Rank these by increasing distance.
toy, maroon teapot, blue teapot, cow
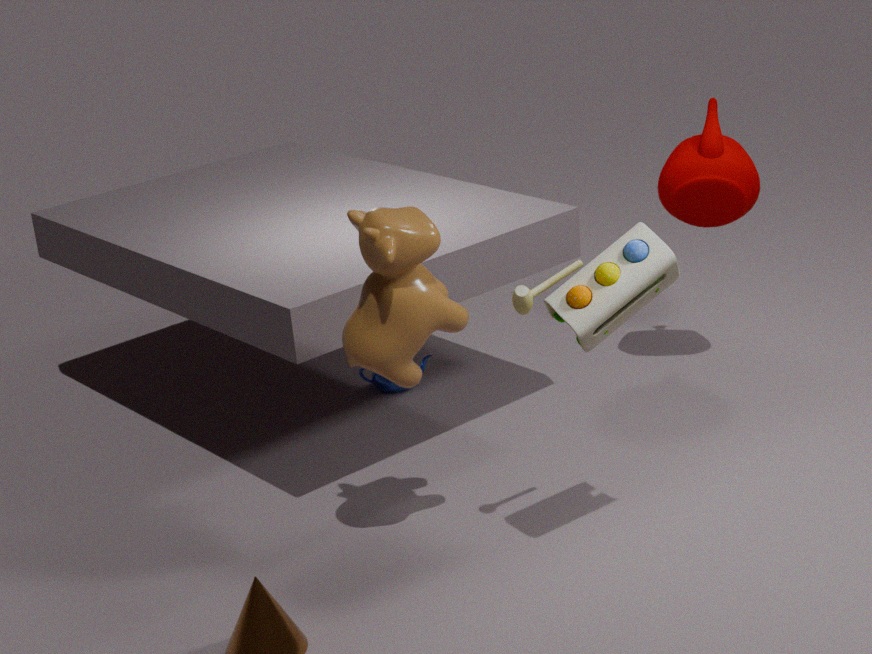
toy
cow
maroon teapot
blue teapot
